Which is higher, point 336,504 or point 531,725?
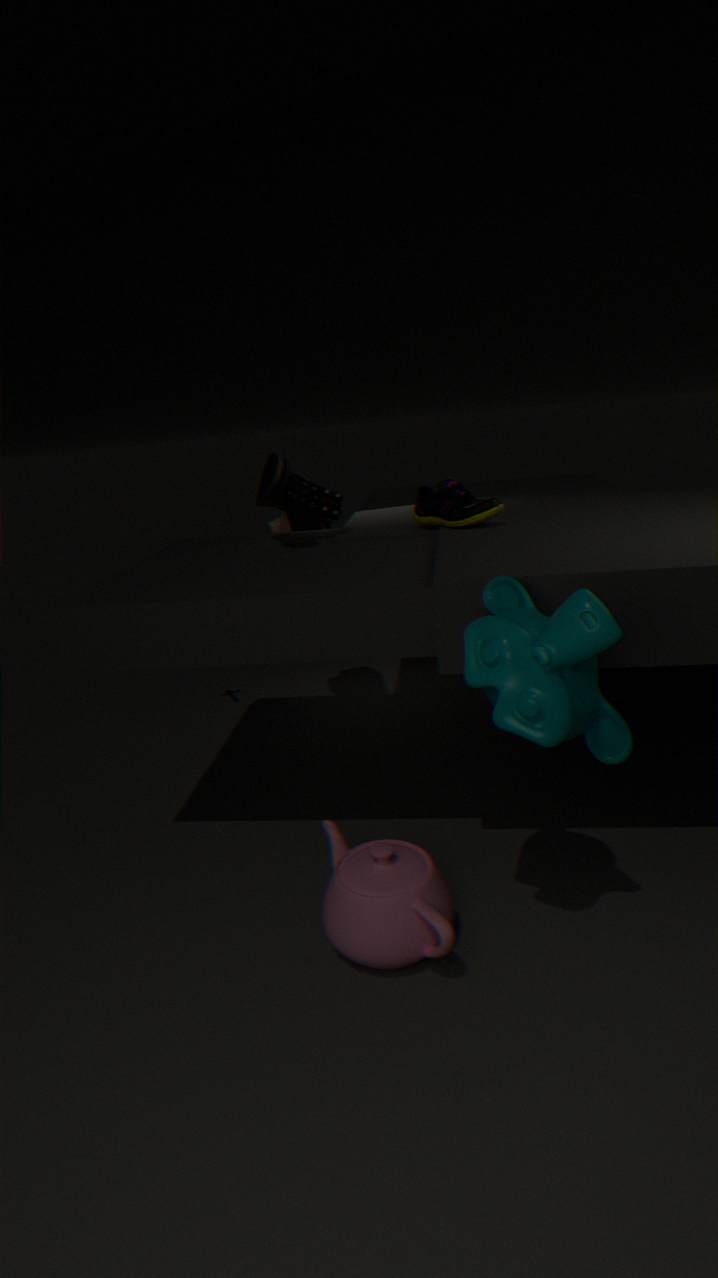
point 336,504
